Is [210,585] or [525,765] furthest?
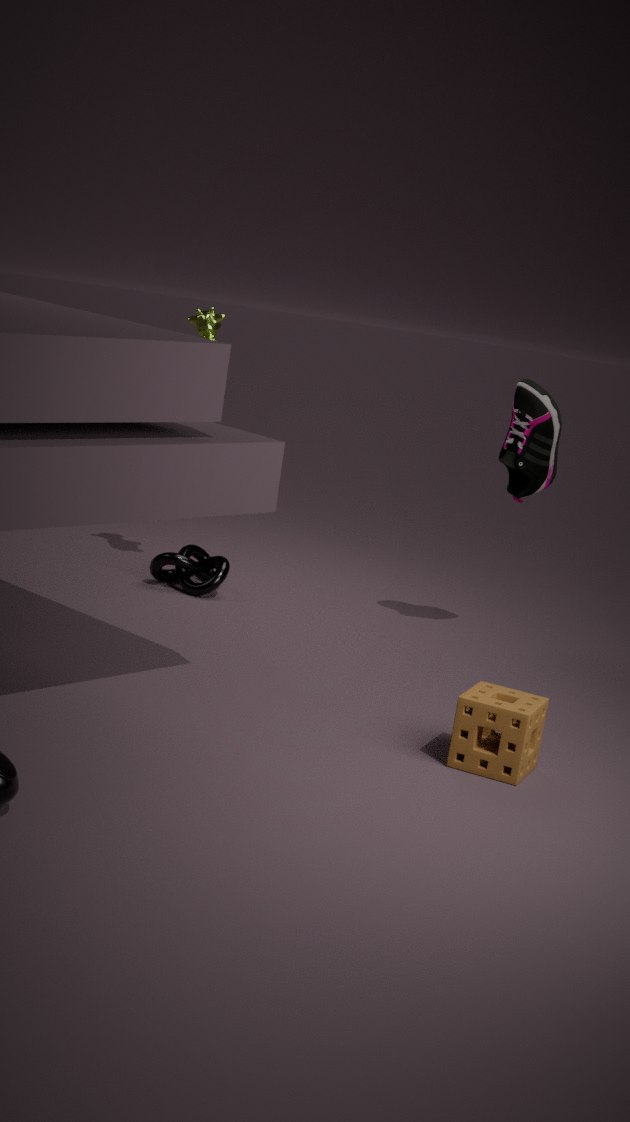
[210,585]
